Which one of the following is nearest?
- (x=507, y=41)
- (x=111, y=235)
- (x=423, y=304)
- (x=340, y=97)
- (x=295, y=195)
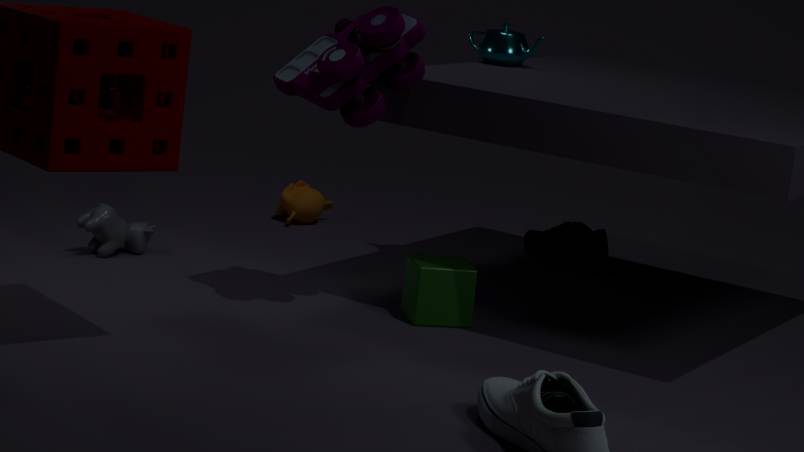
(x=340, y=97)
